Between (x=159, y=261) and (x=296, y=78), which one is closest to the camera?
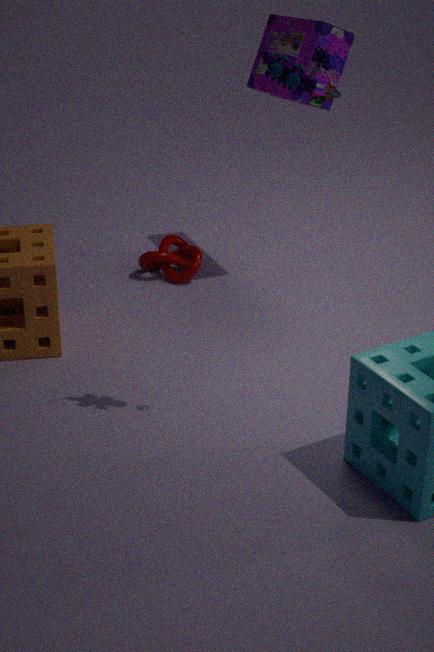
(x=296, y=78)
